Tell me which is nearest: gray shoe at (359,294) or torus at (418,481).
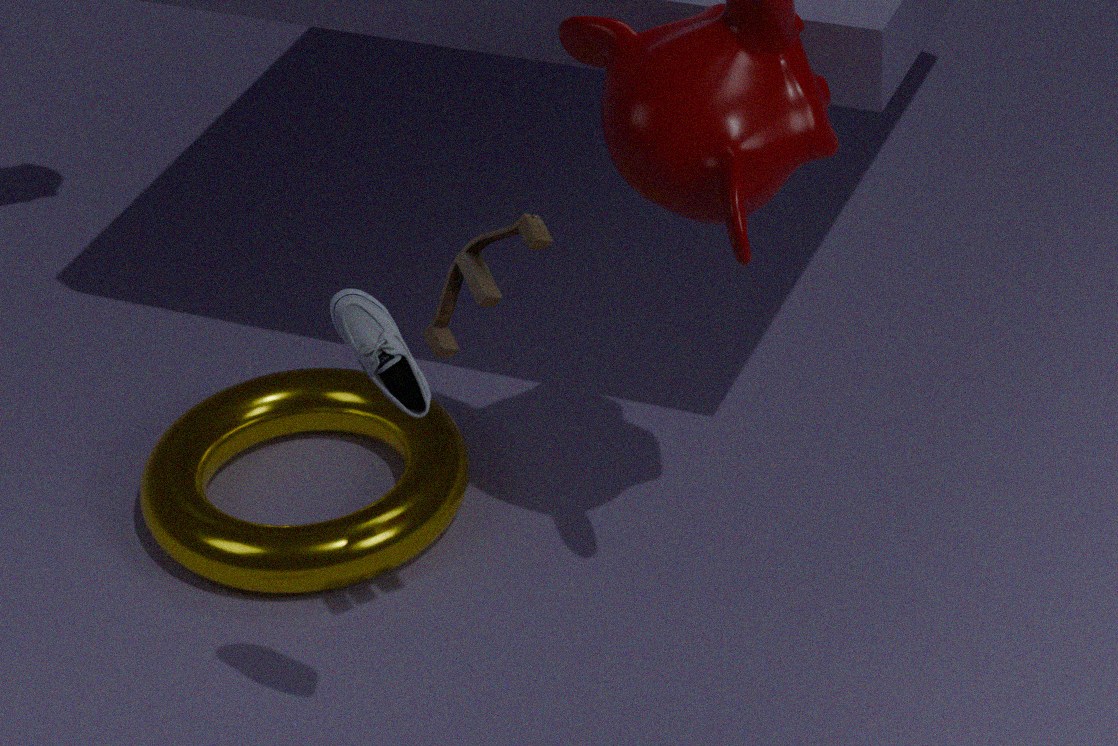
gray shoe at (359,294)
